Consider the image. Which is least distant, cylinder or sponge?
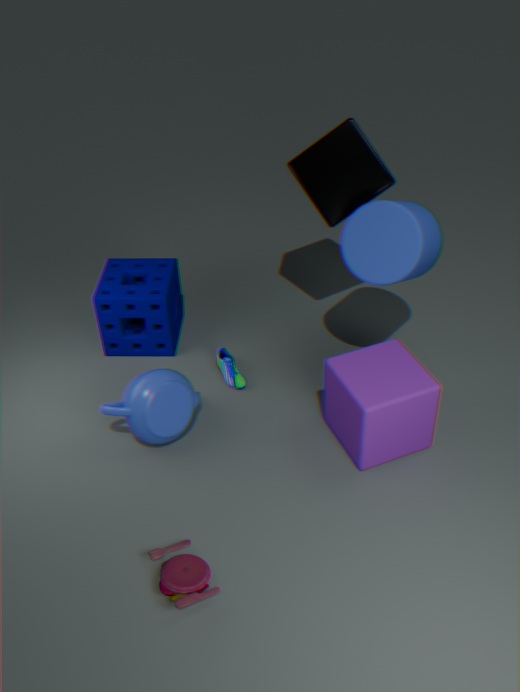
cylinder
